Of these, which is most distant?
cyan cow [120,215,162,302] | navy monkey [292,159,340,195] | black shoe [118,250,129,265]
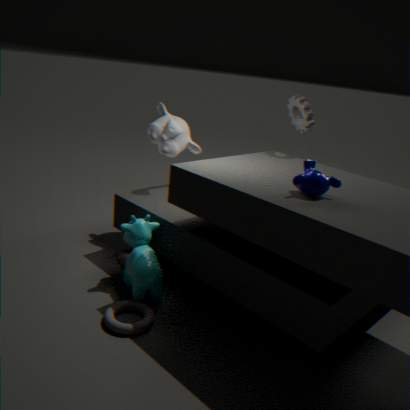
black shoe [118,250,129,265]
